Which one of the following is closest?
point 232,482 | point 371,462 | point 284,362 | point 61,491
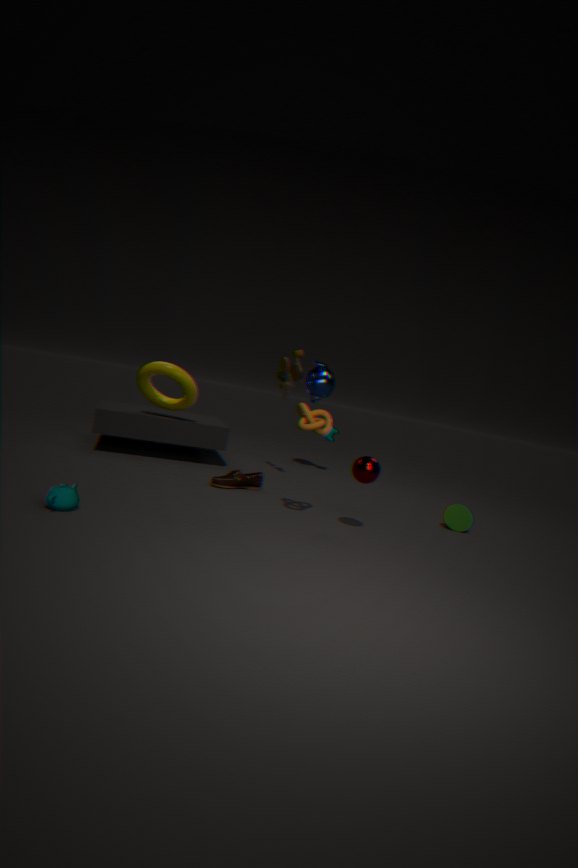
point 61,491
